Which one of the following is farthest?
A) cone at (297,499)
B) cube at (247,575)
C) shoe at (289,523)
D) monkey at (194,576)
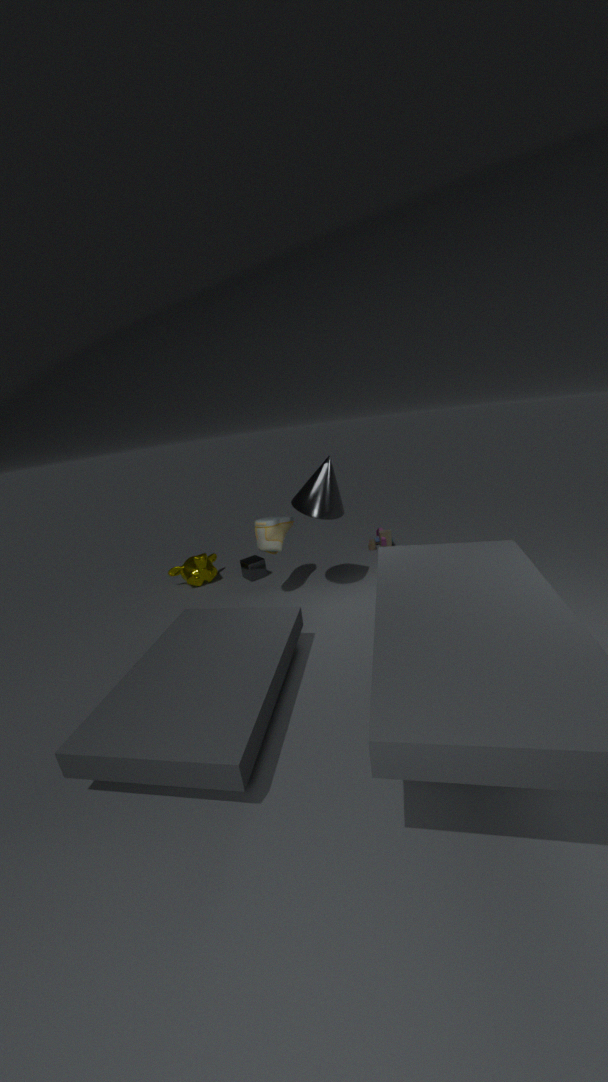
cube at (247,575)
